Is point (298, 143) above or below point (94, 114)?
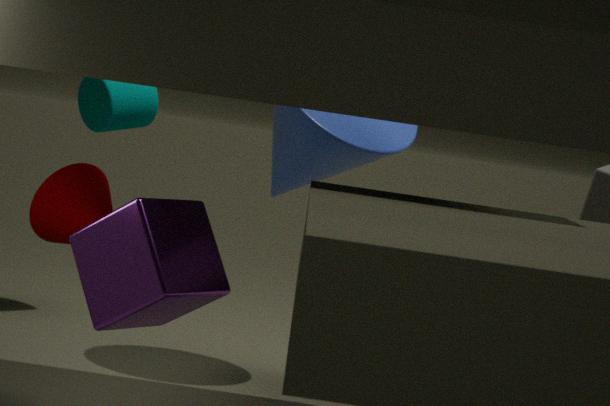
above
